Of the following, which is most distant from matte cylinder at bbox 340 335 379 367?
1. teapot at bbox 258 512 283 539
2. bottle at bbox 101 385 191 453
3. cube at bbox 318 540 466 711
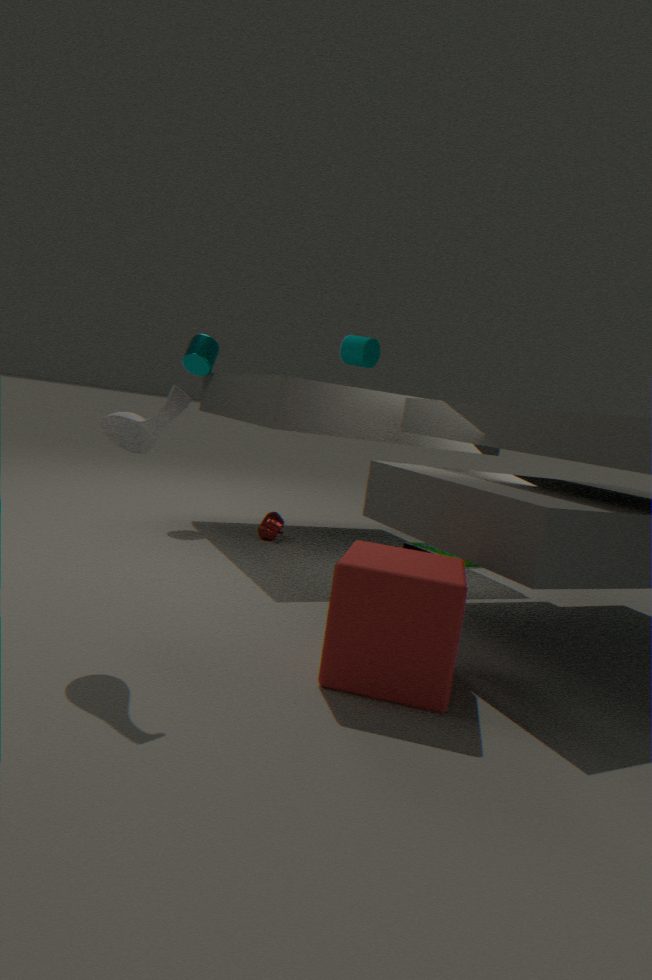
bottle at bbox 101 385 191 453
